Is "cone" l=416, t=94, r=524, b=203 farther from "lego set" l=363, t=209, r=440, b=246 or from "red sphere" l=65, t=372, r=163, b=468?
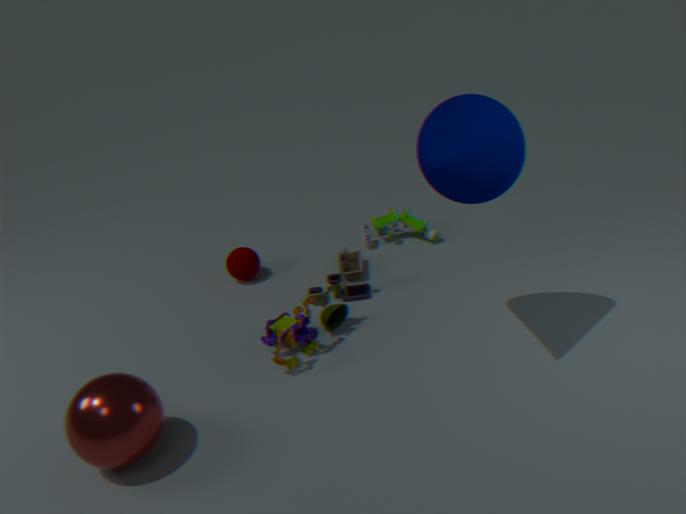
"red sphere" l=65, t=372, r=163, b=468
